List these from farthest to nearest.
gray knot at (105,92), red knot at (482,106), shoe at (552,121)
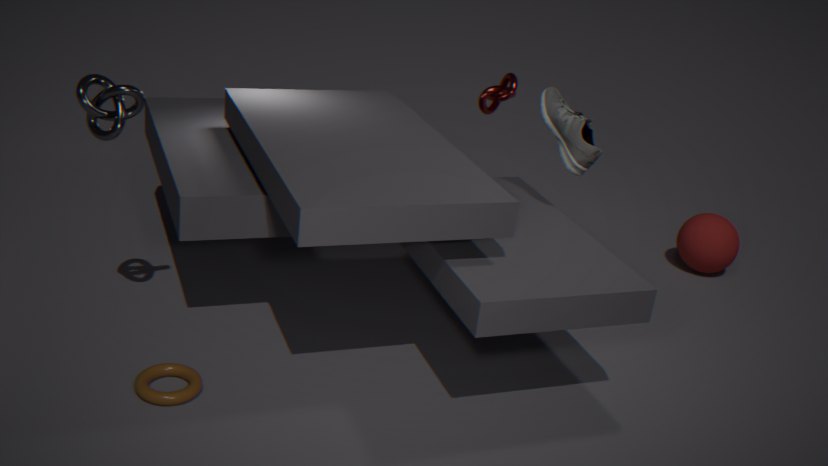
red knot at (482,106) → shoe at (552,121) → gray knot at (105,92)
